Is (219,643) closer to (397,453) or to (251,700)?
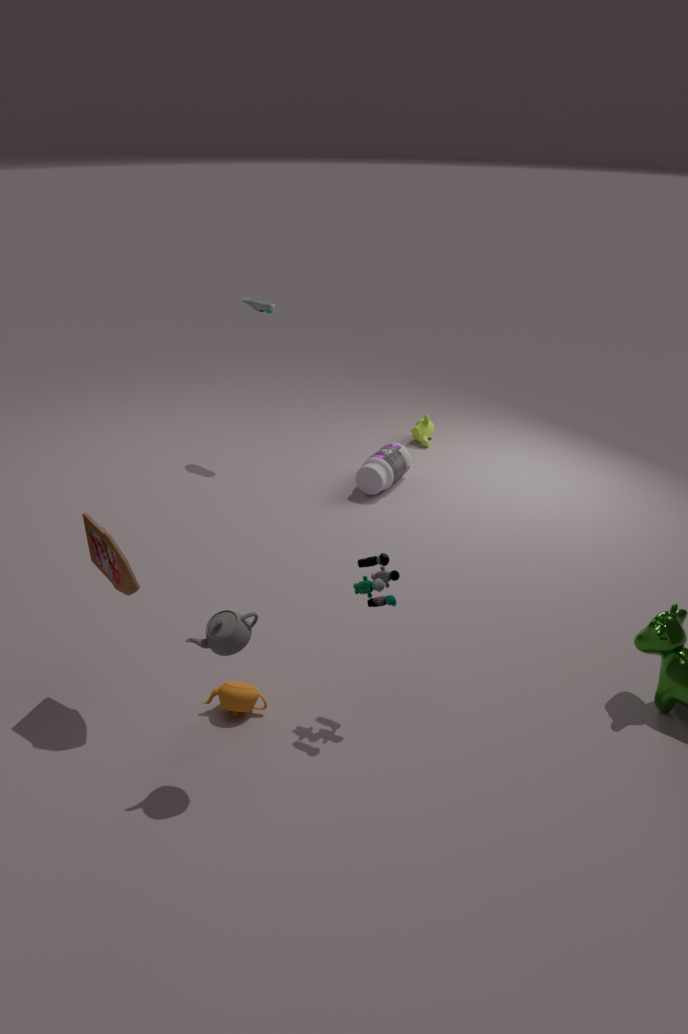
(251,700)
